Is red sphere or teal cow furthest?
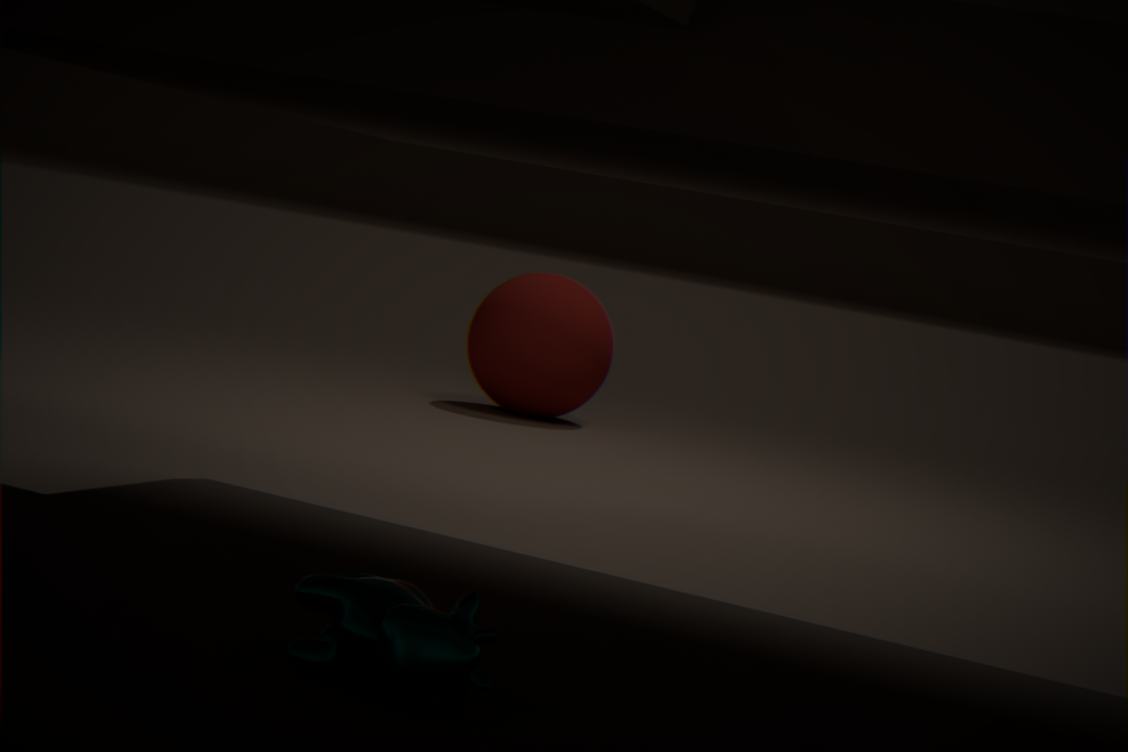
red sphere
